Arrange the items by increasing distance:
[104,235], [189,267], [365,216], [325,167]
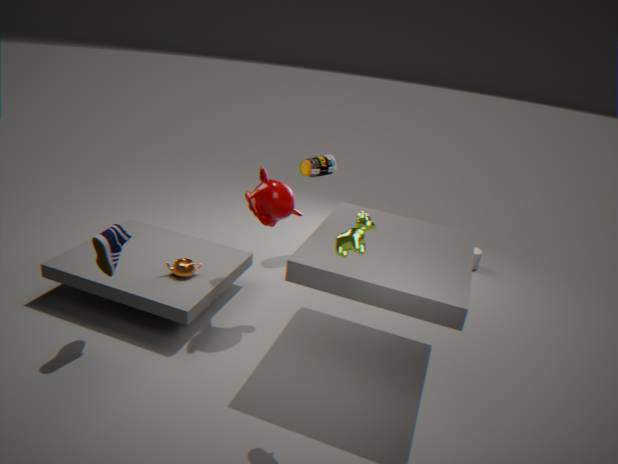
[365,216]
[104,235]
[189,267]
[325,167]
